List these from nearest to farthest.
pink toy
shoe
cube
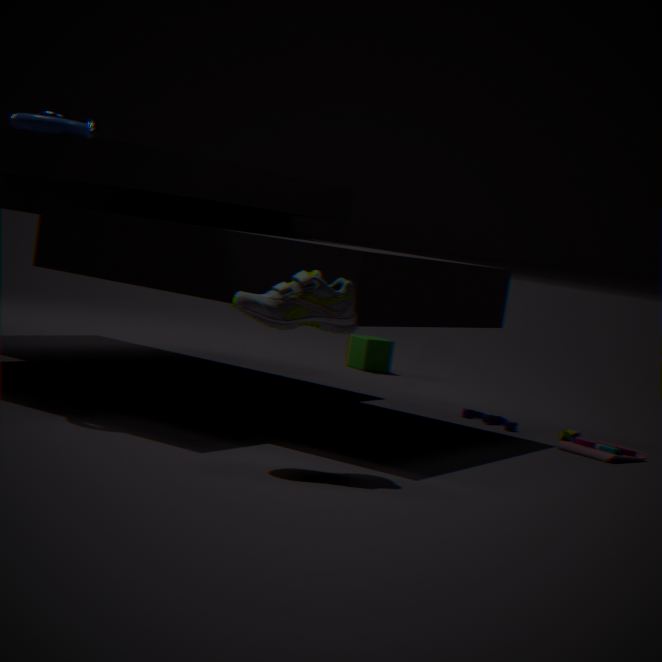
shoe → pink toy → cube
